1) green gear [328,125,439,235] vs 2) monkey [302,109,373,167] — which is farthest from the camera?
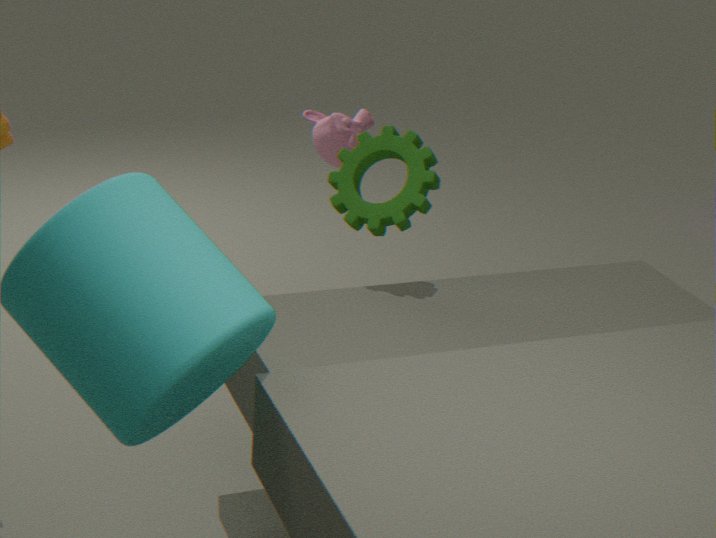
2. monkey [302,109,373,167]
